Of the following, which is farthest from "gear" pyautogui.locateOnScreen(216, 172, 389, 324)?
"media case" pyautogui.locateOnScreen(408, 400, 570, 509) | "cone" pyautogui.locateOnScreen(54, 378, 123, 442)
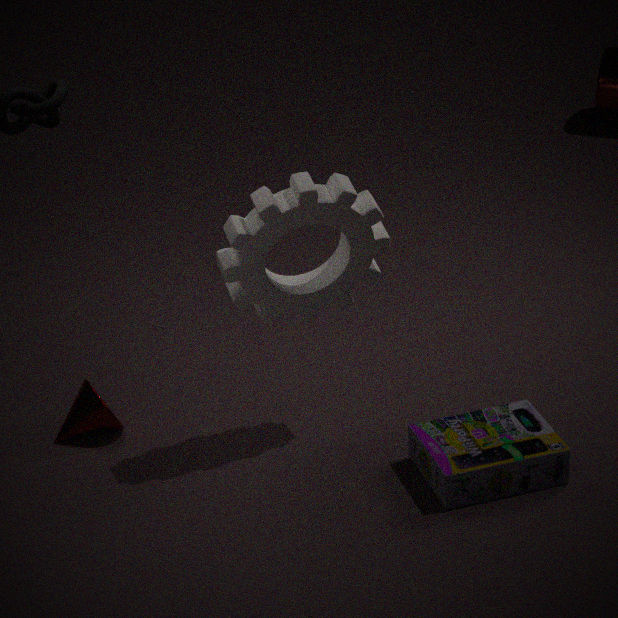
"cone" pyautogui.locateOnScreen(54, 378, 123, 442)
